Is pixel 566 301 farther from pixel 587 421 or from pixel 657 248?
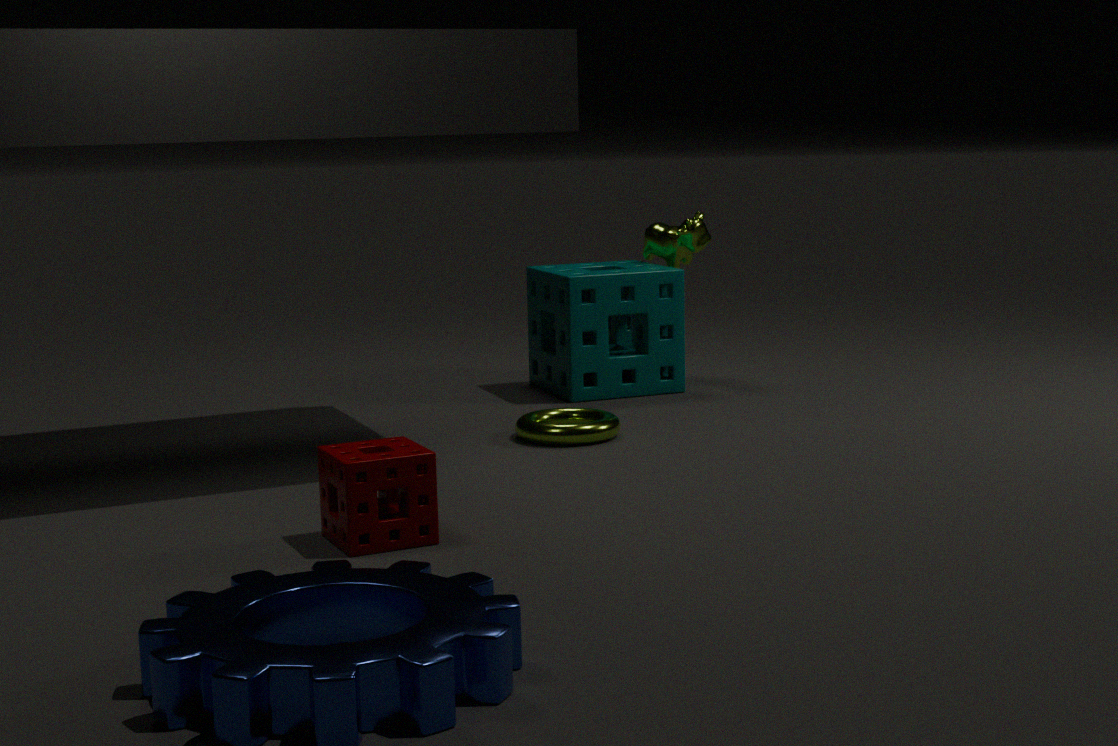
pixel 587 421
